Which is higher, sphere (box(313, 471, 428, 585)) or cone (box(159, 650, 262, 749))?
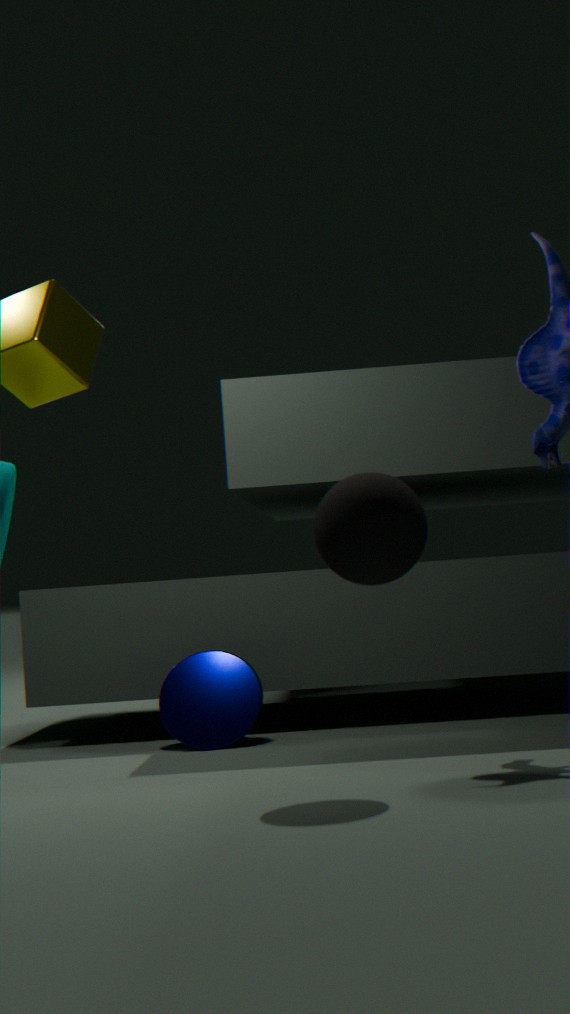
sphere (box(313, 471, 428, 585))
